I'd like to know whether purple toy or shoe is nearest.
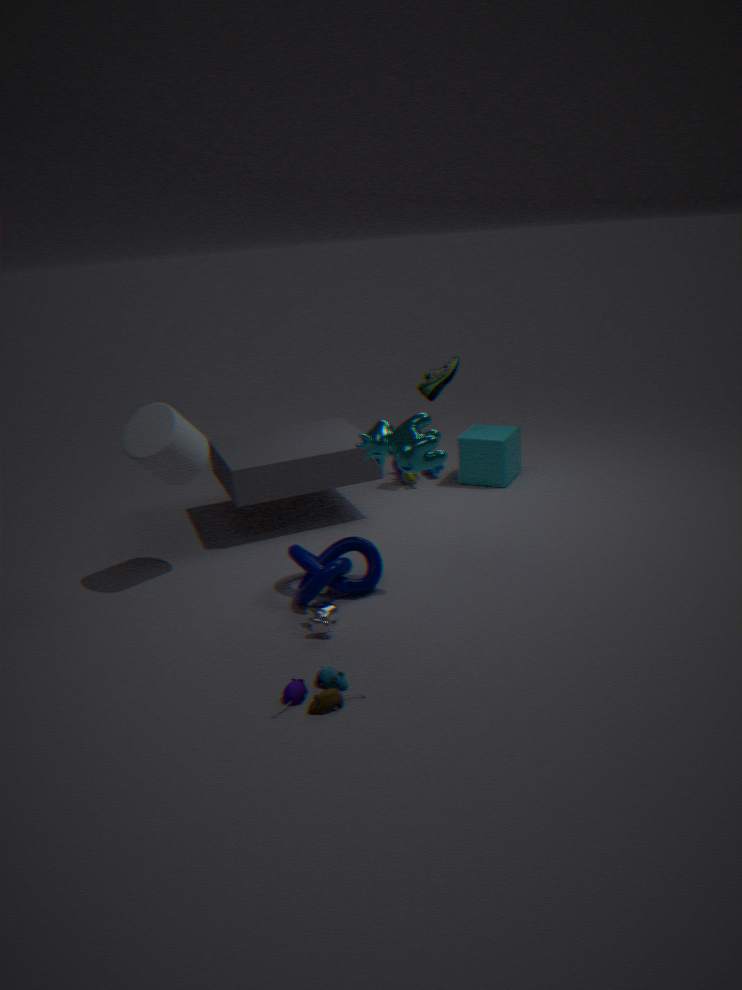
purple toy
